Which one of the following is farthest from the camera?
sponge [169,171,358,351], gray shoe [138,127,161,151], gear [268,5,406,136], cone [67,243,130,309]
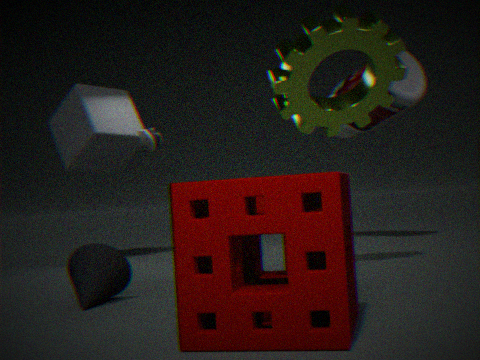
gray shoe [138,127,161,151]
